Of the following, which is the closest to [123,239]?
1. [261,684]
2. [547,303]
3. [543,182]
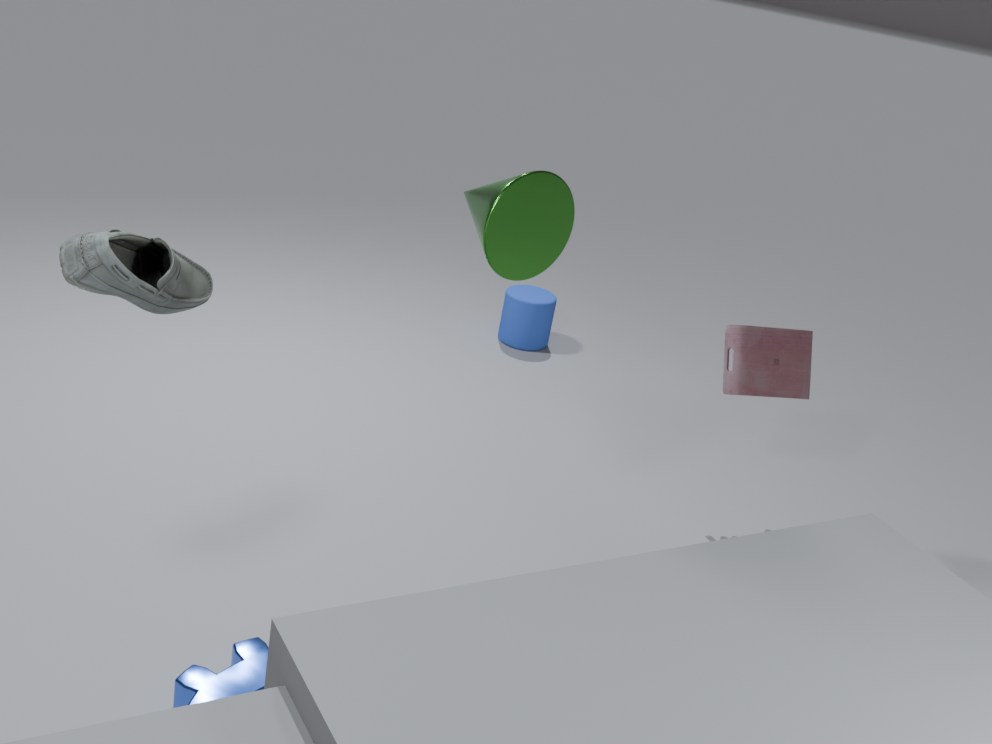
[543,182]
